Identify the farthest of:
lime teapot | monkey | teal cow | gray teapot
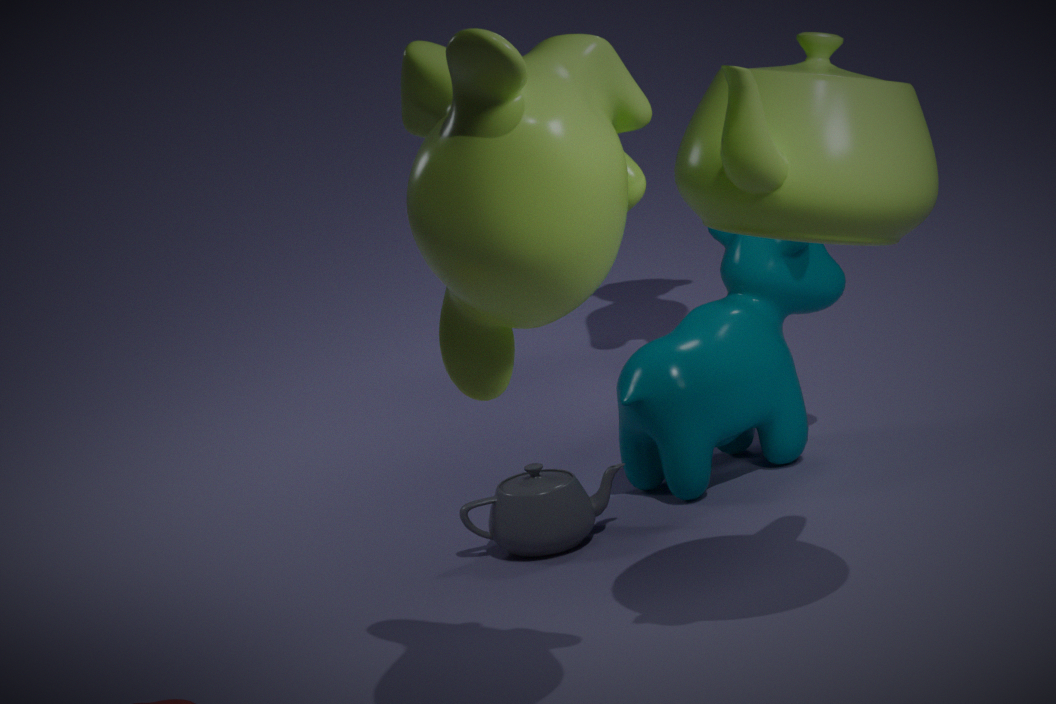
teal cow
